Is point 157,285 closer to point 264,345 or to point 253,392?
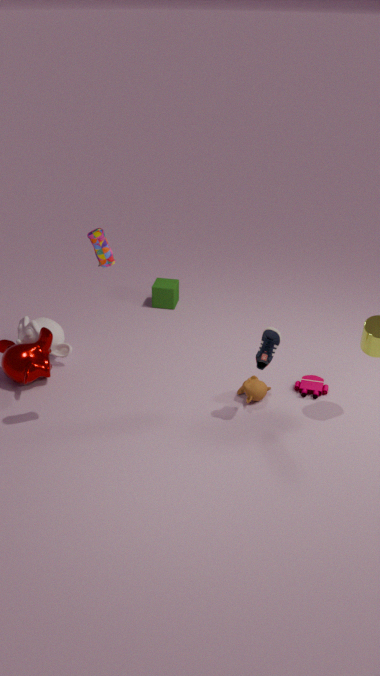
point 253,392
